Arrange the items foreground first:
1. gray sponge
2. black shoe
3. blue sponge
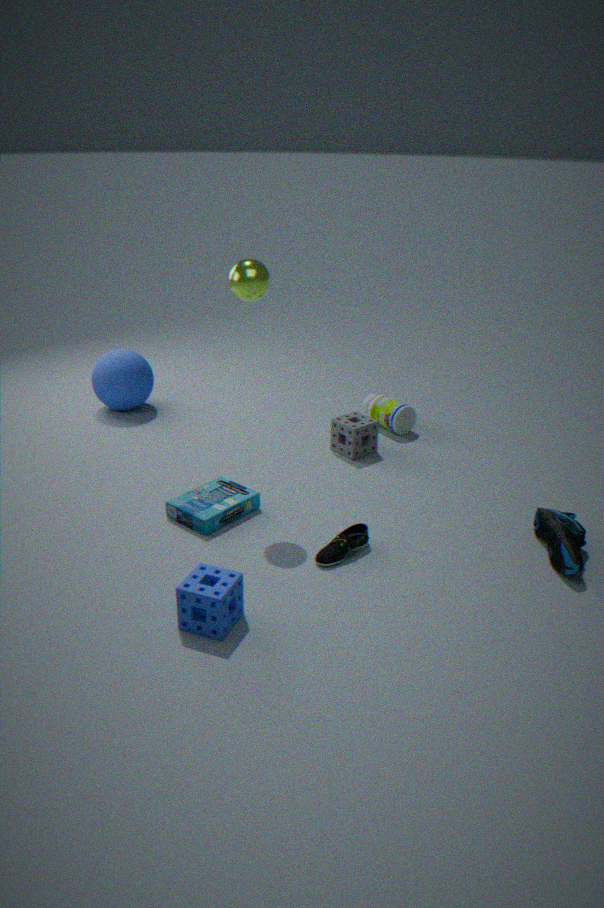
blue sponge < black shoe < gray sponge
